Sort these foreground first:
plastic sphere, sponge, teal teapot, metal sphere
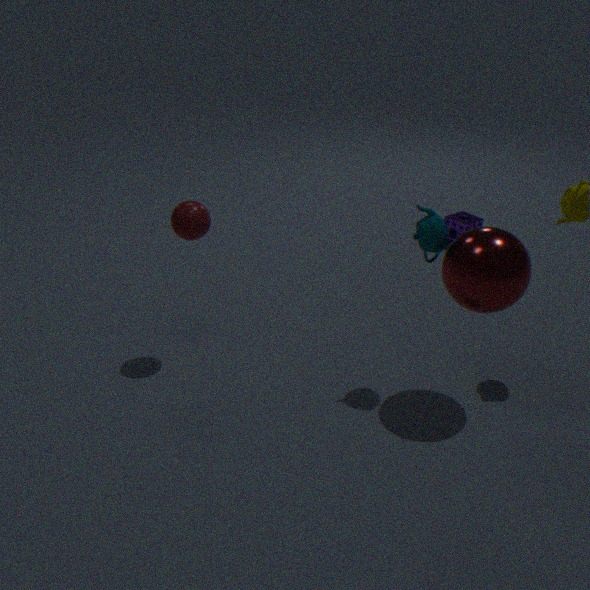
metal sphere < teal teapot < plastic sphere < sponge
